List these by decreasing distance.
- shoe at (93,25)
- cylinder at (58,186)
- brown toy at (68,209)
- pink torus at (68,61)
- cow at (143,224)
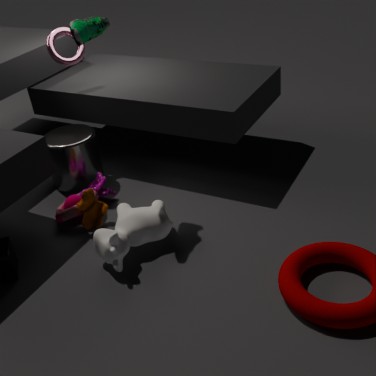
pink torus at (68,61) → cylinder at (58,186) → brown toy at (68,209) → cow at (143,224) → shoe at (93,25)
